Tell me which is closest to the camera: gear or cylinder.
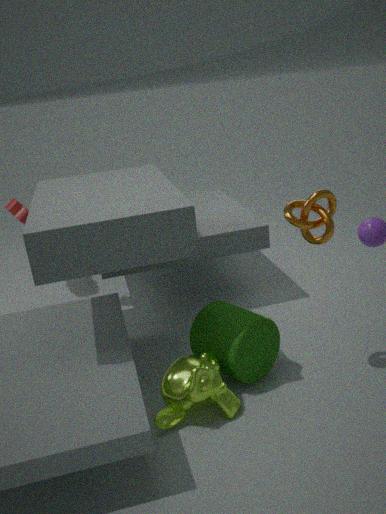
cylinder
